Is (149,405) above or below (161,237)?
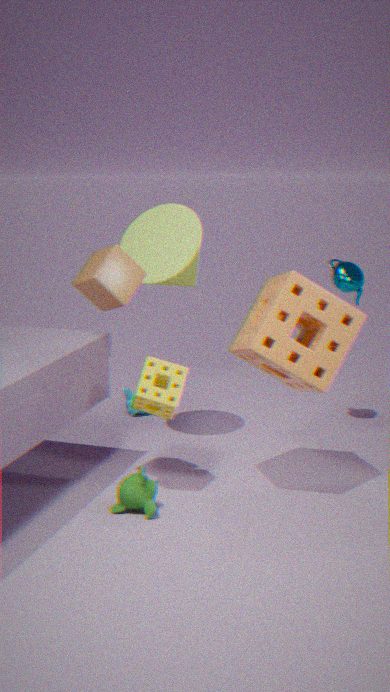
below
